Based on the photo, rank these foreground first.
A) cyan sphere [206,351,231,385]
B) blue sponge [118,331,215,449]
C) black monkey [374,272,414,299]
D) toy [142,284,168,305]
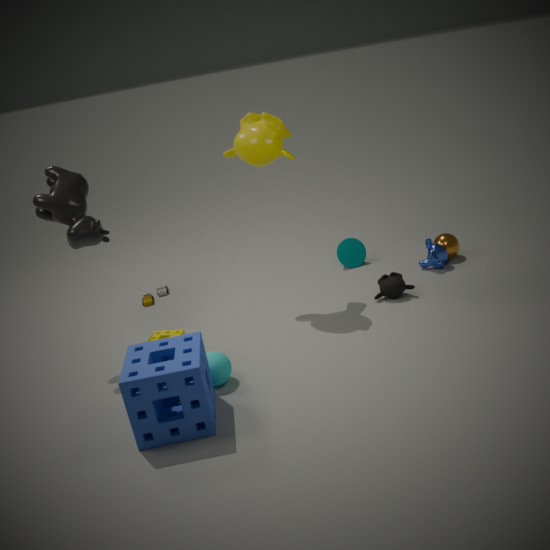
blue sponge [118,331,215,449] < cyan sphere [206,351,231,385] < black monkey [374,272,414,299] < toy [142,284,168,305]
